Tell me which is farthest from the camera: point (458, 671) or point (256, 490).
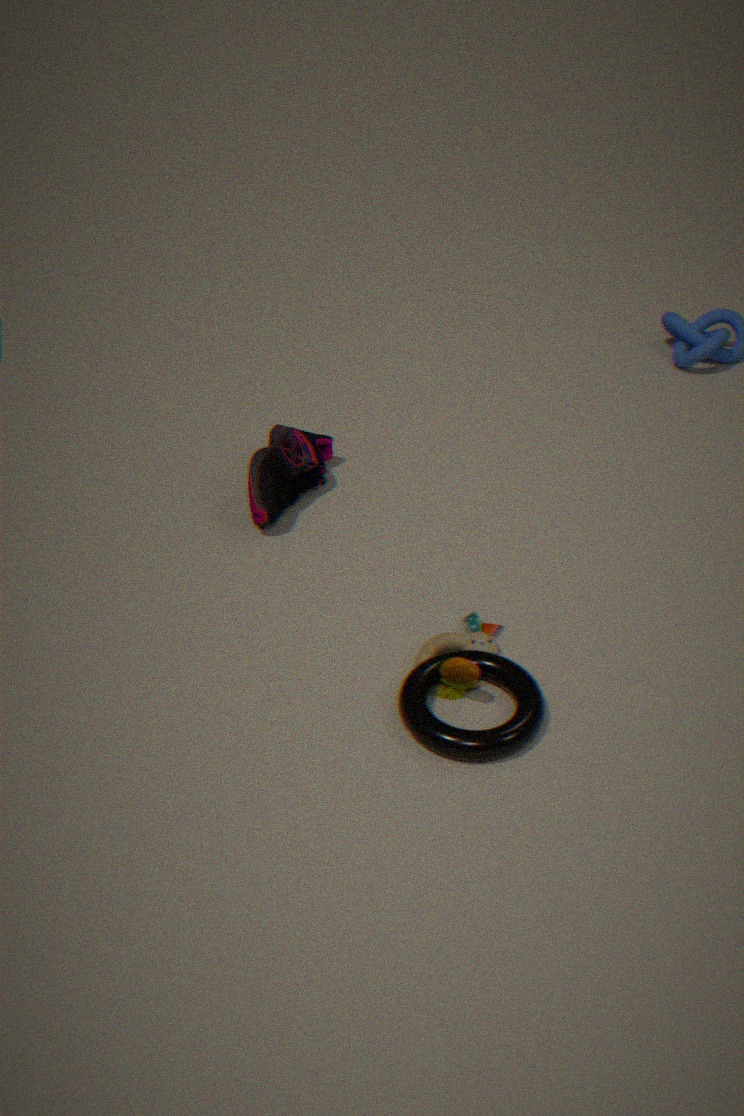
point (256, 490)
